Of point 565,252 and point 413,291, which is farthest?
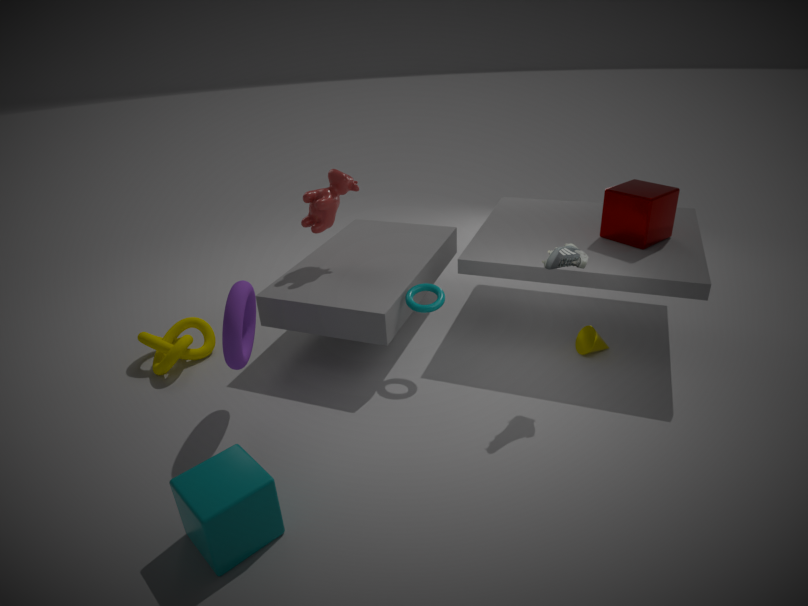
point 413,291
